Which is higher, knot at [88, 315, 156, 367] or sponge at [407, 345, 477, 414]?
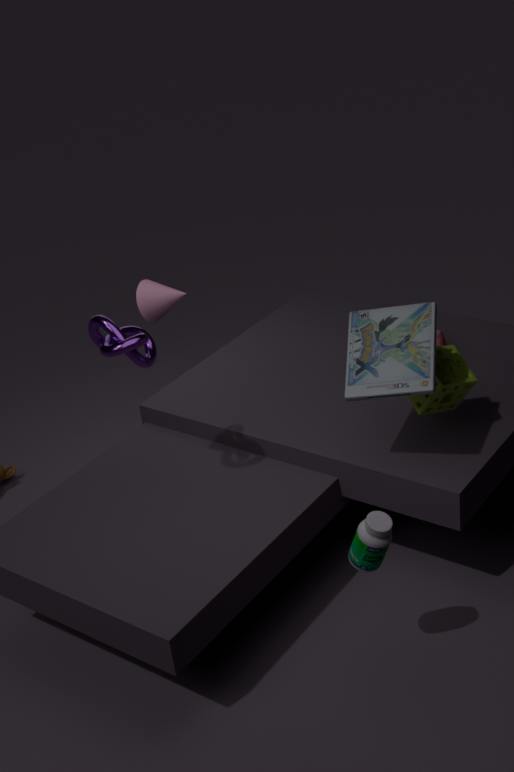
knot at [88, 315, 156, 367]
